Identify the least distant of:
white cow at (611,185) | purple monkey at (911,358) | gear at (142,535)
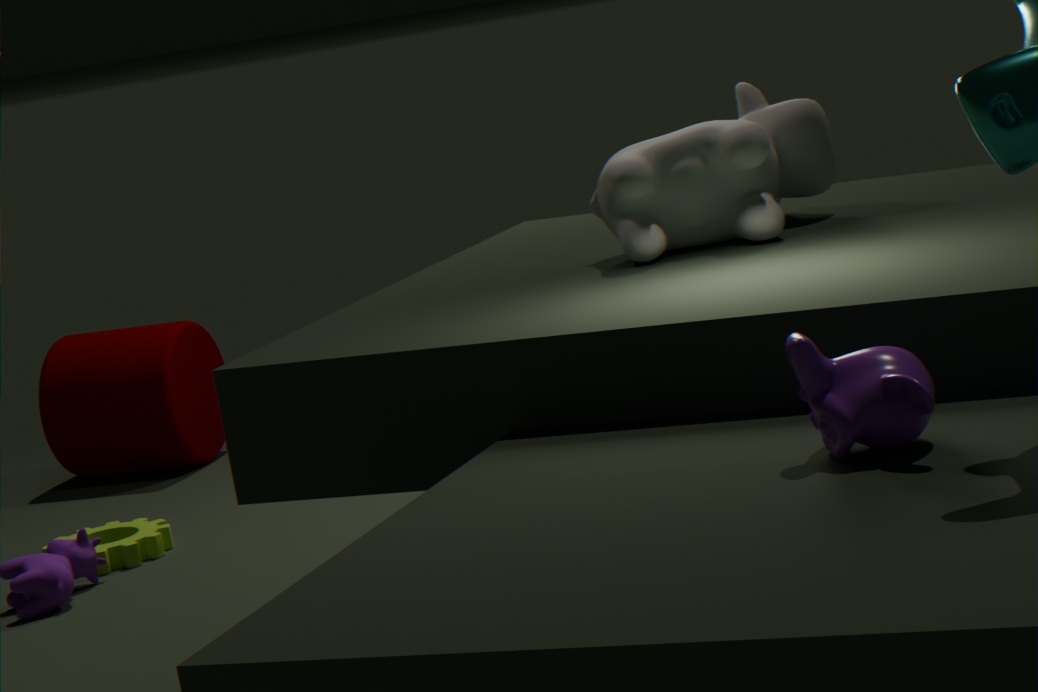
purple monkey at (911,358)
